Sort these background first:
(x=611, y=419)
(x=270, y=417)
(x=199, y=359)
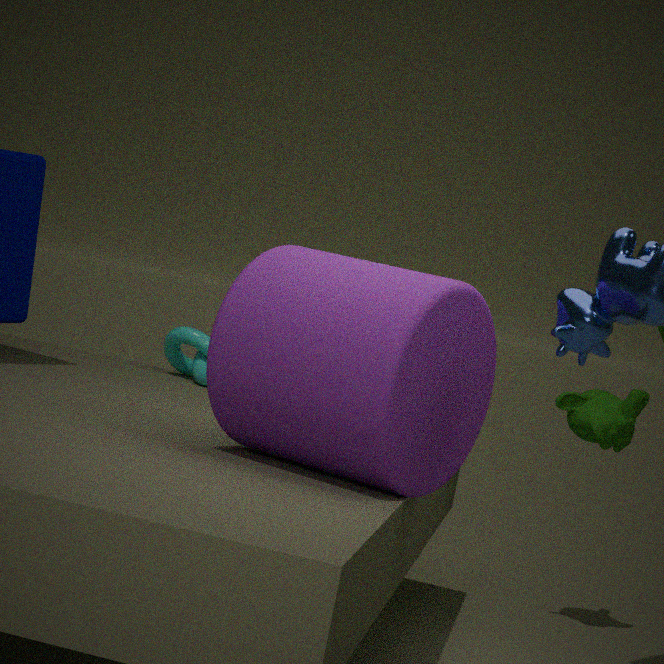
(x=199, y=359)
(x=611, y=419)
(x=270, y=417)
